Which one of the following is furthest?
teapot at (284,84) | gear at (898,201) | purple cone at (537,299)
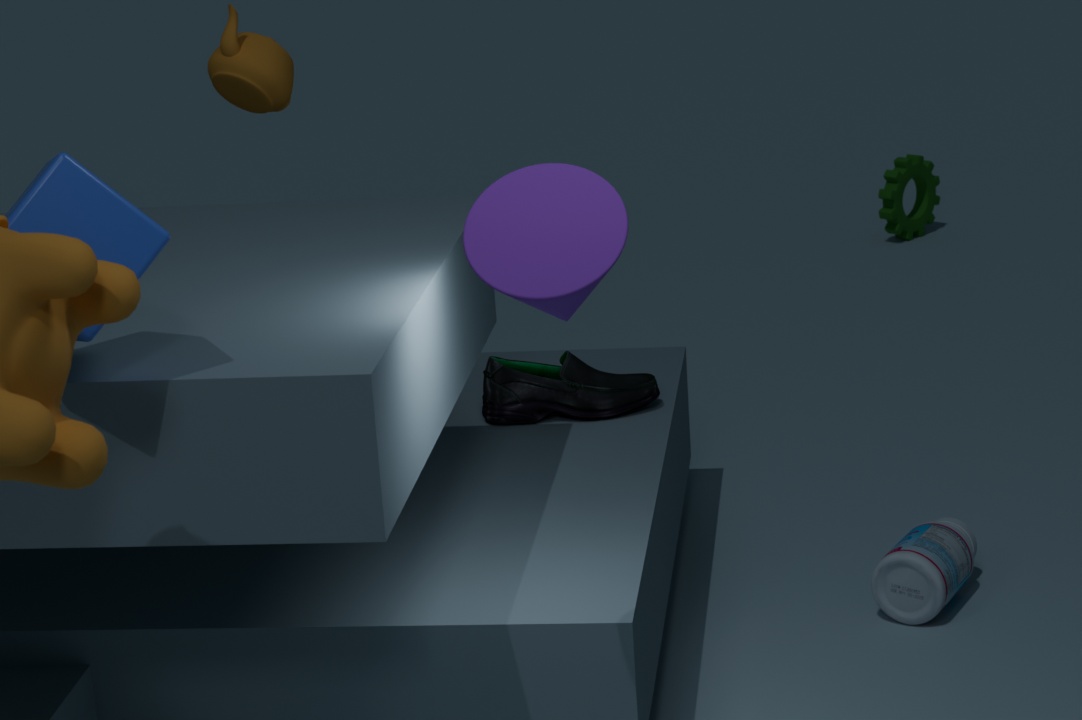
gear at (898,201)
